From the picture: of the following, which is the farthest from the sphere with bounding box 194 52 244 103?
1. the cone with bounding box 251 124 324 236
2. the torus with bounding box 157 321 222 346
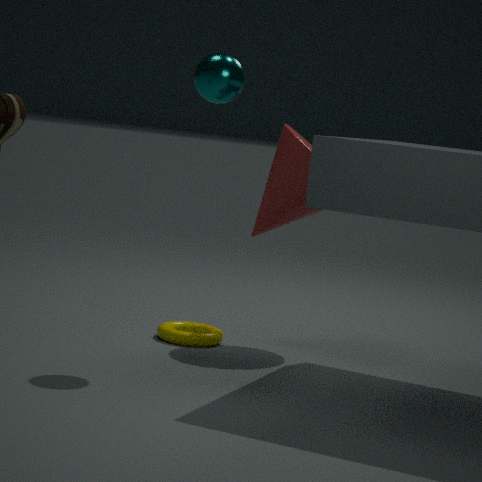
the torus with bounding box 157 321 222 346
